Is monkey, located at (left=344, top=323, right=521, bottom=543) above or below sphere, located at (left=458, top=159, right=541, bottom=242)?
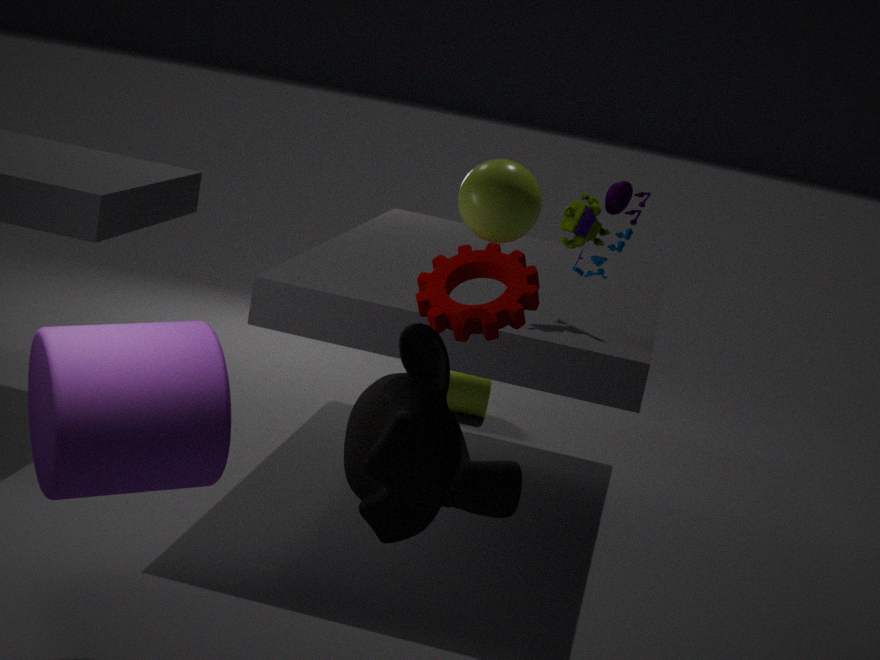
below
